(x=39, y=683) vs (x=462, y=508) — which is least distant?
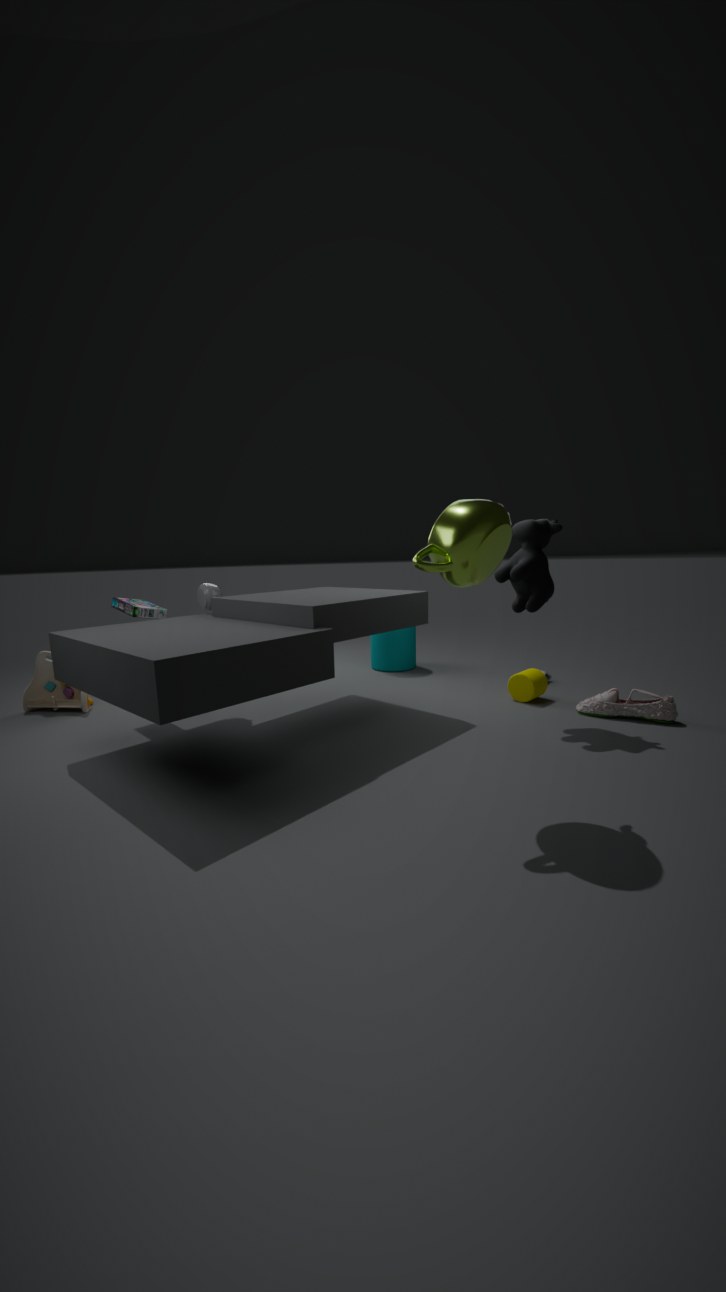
(x=462, y=508)
